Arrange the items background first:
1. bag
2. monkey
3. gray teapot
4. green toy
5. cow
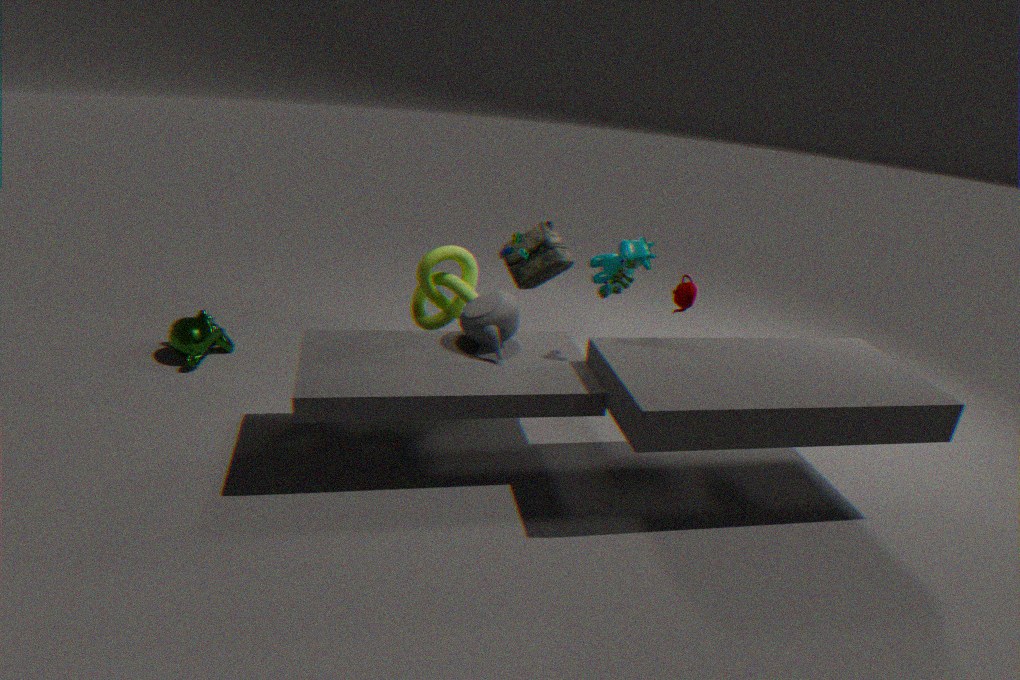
bag < monkey < cow < gray teapot < green toy
